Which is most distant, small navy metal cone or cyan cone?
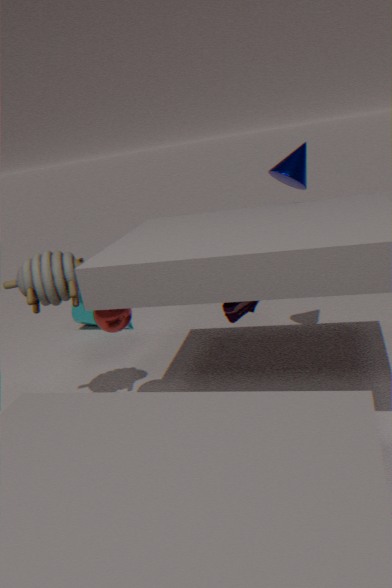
cyan cone
